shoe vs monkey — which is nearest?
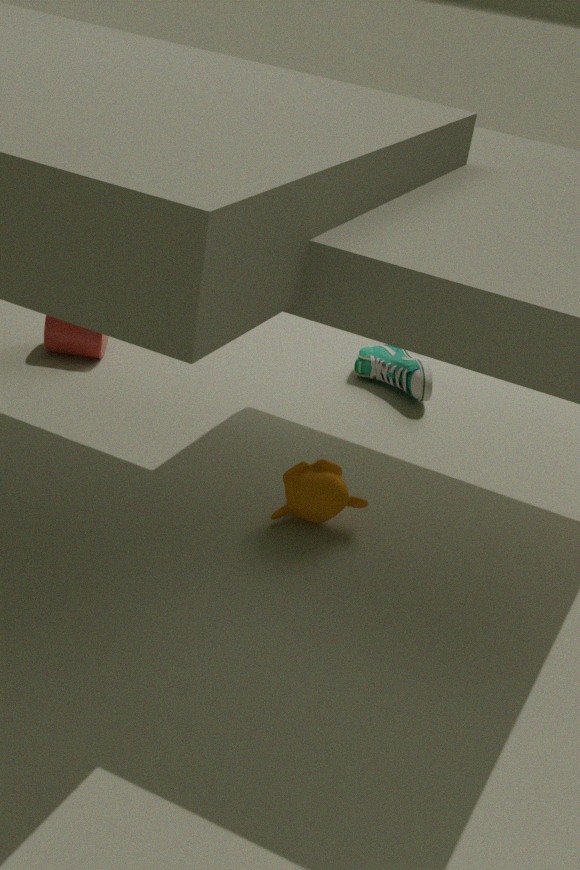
monkey
